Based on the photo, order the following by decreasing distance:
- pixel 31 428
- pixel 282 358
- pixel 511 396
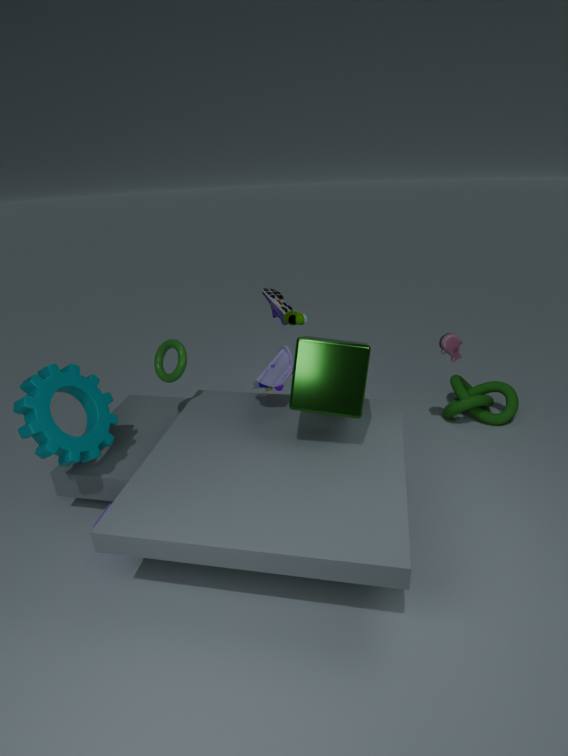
1. pixel 511 396
2. pixel 282 358
3. pixel 31 428
